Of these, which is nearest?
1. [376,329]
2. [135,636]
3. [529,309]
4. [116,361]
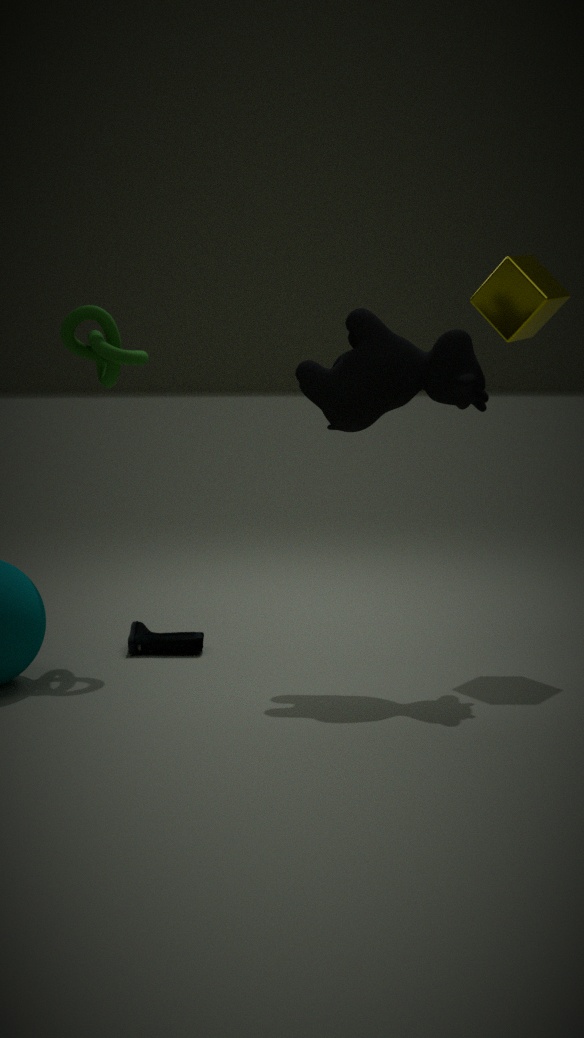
[376,329]
